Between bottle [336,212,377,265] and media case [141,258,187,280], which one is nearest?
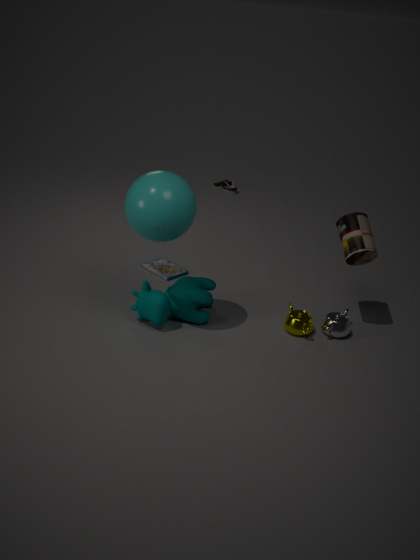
bottle [336,212,377,265]
